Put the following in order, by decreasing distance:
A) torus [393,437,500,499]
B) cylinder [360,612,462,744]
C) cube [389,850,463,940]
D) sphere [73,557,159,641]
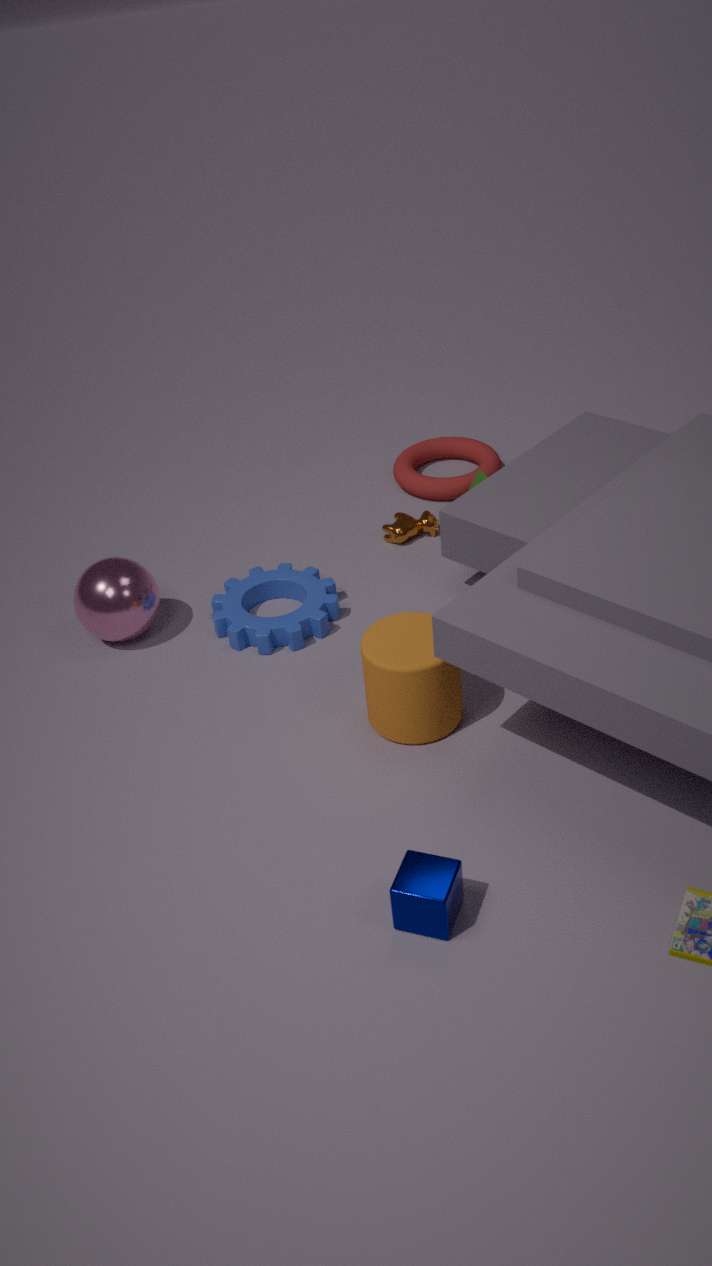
torus [393,437,500,499] → sphere [73,557,159,641] → cylinder [360,612,462,744] → cube [389,850,463,940]
